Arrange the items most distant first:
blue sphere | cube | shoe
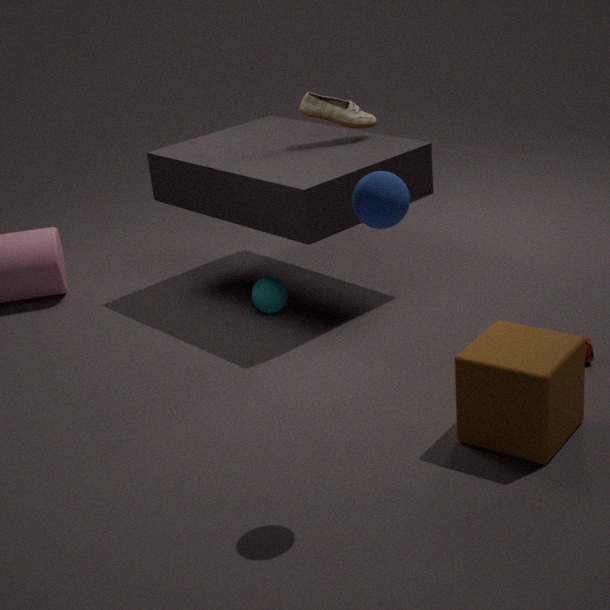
shoe, cube, blue sphere
